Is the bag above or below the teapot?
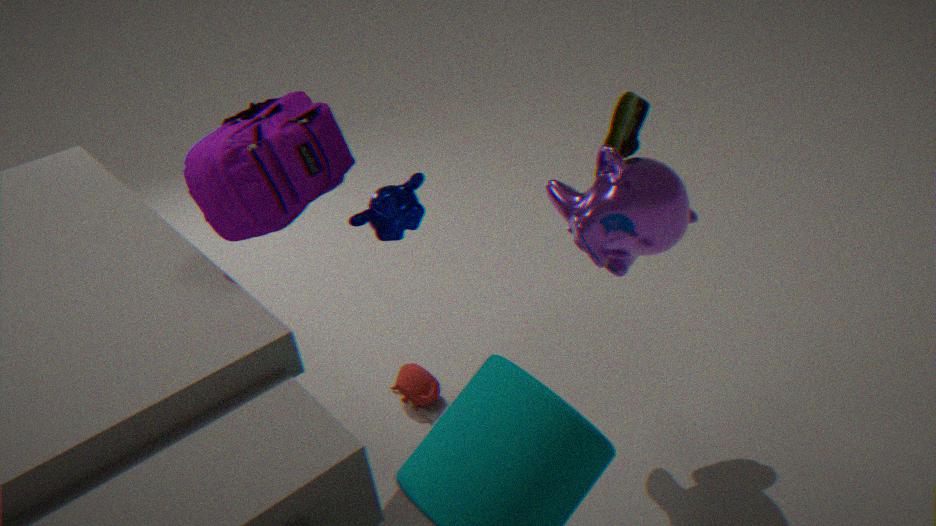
above
